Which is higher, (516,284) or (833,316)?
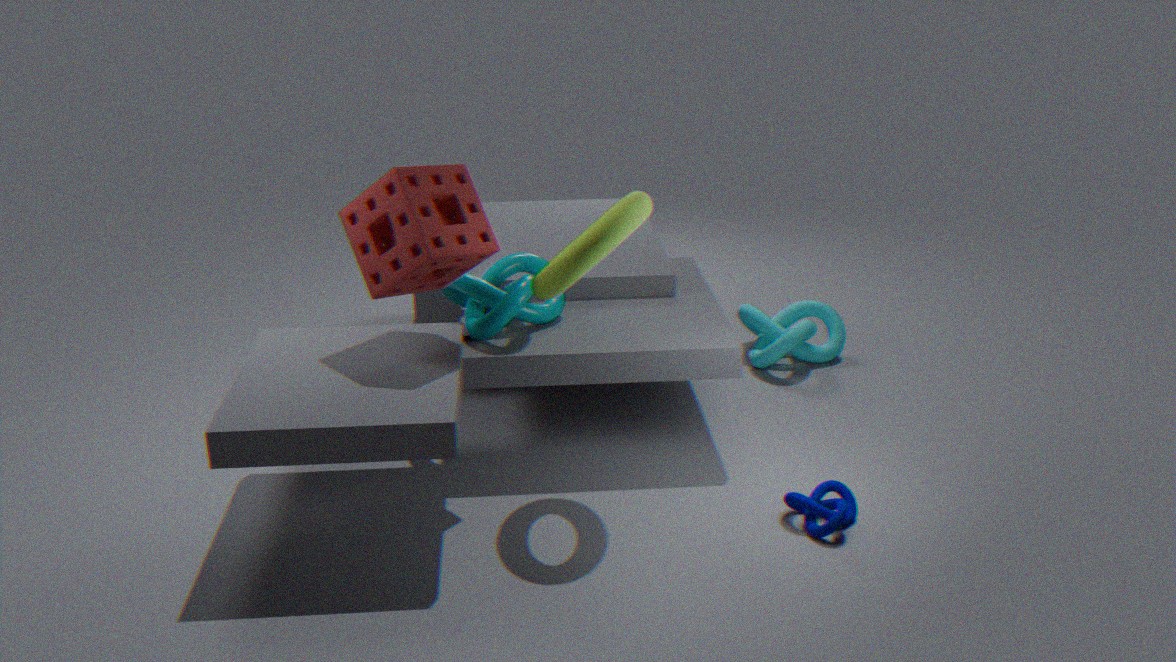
(516,284)
